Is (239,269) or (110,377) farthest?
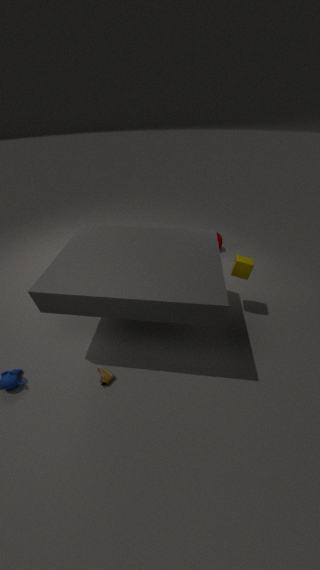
(239,269)
